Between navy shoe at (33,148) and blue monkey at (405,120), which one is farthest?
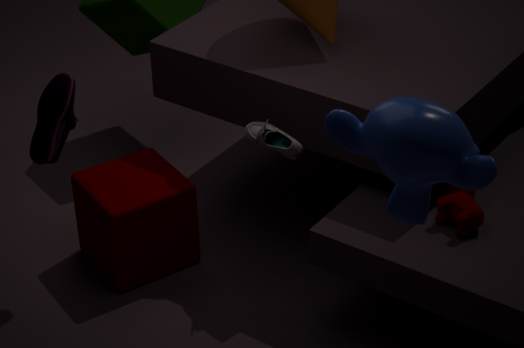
navy shoe at (33,148)
